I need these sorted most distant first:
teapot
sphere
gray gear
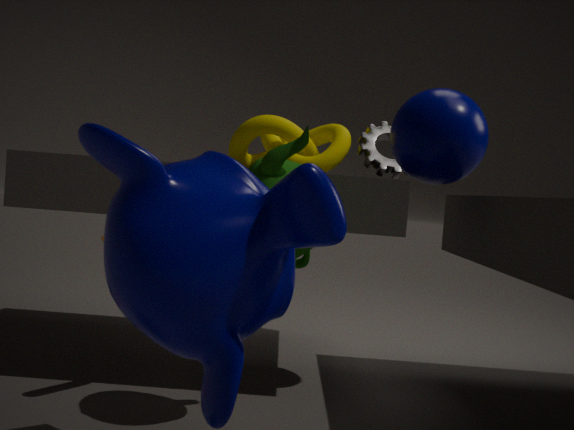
gray gear → sphere → teapot
